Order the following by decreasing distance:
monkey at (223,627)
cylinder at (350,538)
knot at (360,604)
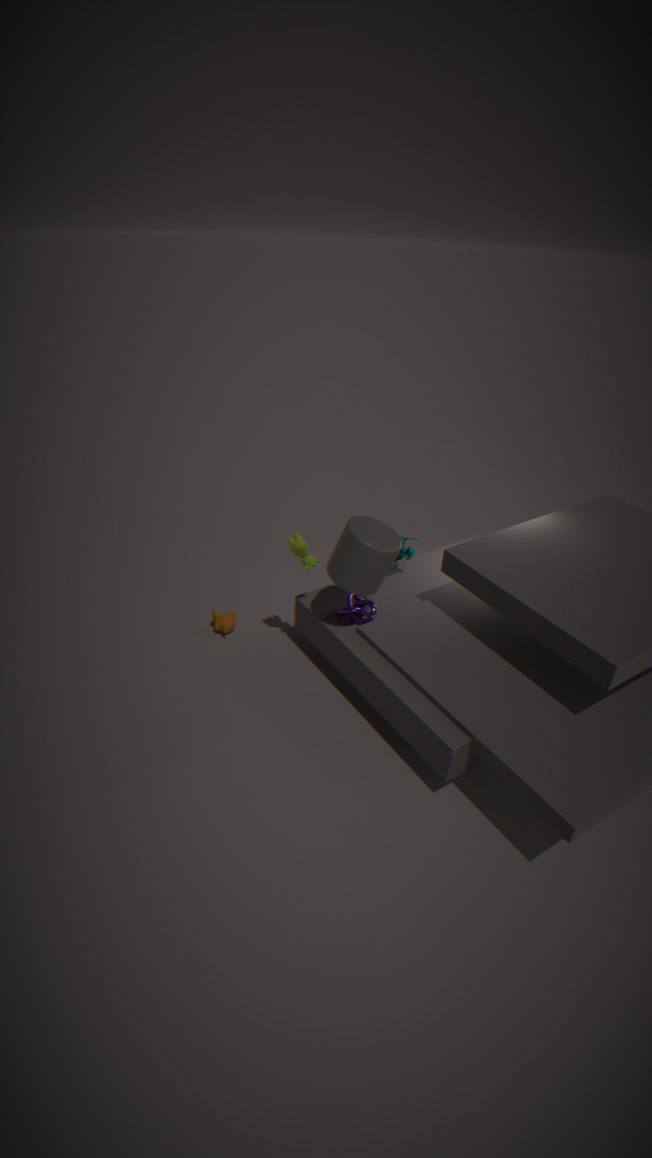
monkey at (223,627), knot at (360,604), cylinder at (350,538)
